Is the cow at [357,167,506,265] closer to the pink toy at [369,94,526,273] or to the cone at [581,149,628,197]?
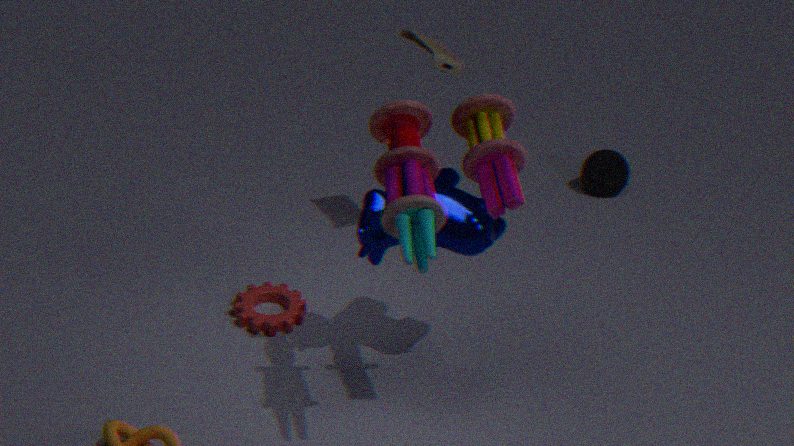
the pink toy at [369,94,526,273]
